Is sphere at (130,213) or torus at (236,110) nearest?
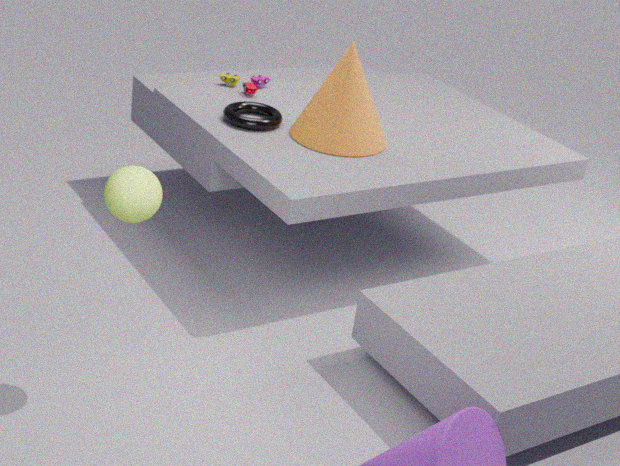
sphere at (130,213)
